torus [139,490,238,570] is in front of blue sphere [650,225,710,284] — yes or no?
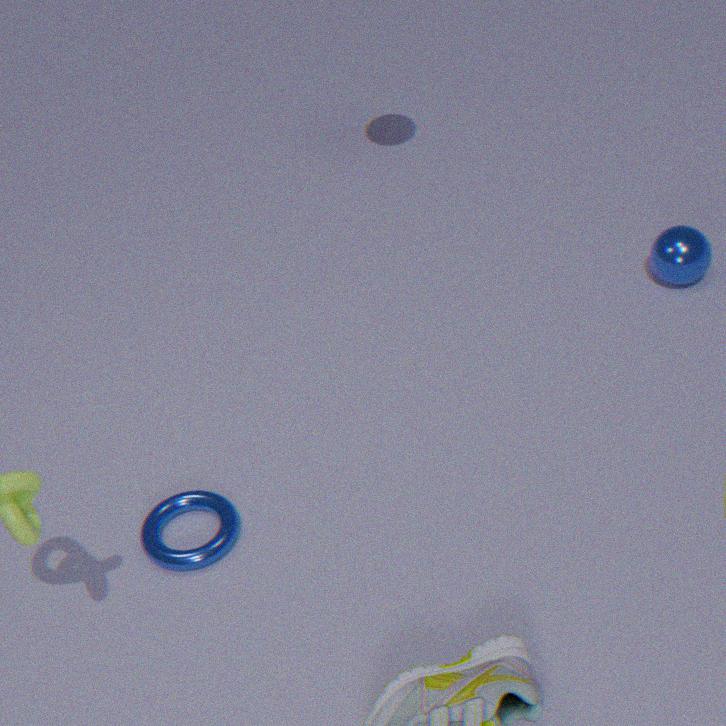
Yes
